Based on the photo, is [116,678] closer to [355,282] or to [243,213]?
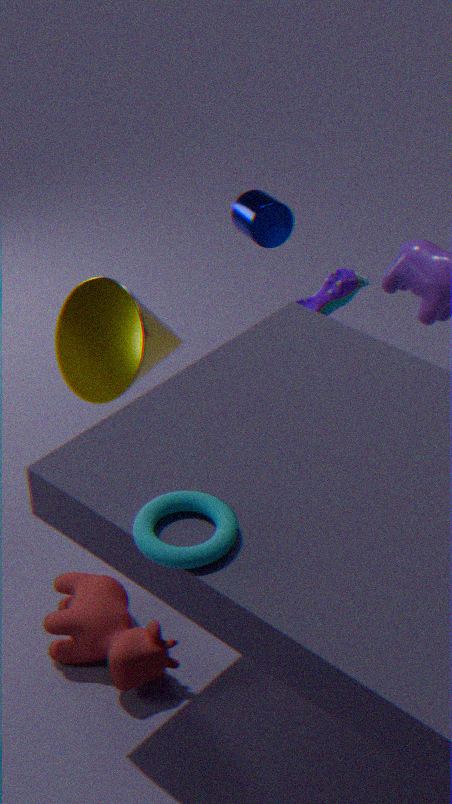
[355,282]
